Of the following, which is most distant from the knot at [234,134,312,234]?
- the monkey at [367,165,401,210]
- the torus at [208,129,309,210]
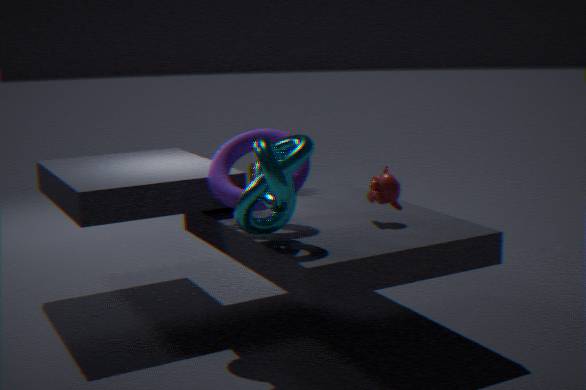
the monkey at [367,165,401,210]
